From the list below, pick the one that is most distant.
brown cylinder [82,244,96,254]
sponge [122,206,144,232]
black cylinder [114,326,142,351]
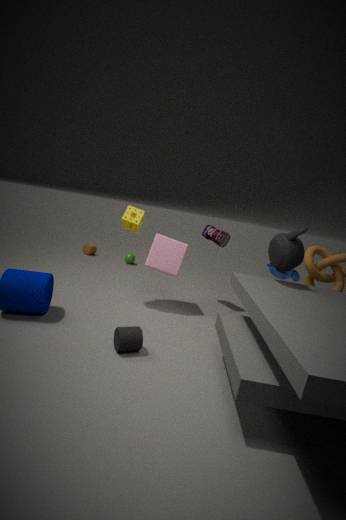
brown cylinder [82,244,96,254]
